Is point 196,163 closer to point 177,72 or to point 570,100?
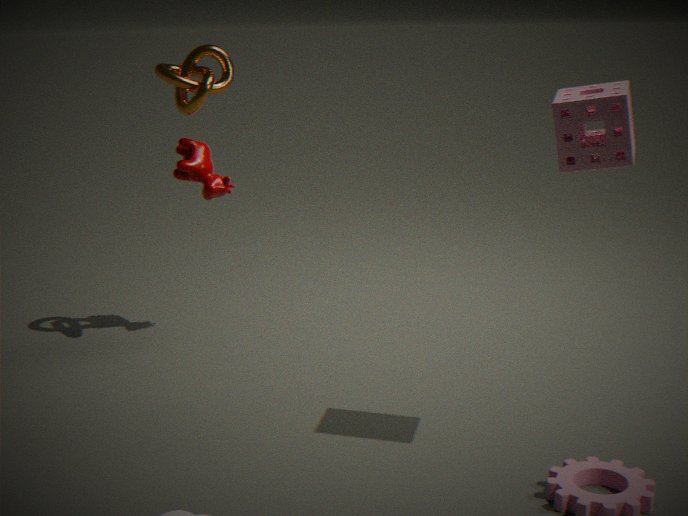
point 177,72
